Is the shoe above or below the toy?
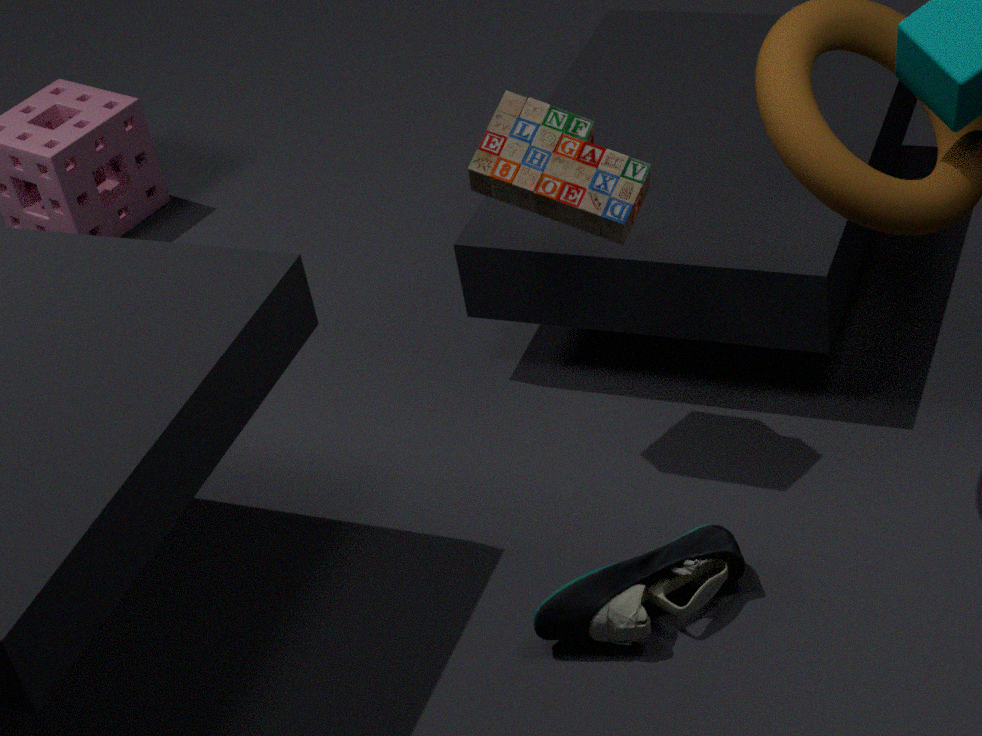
below
